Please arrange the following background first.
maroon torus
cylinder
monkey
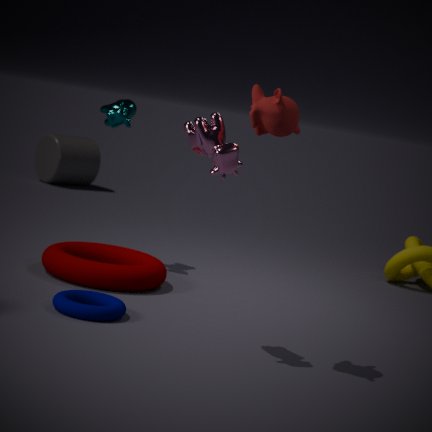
cylinder → maroon torus → monkey
